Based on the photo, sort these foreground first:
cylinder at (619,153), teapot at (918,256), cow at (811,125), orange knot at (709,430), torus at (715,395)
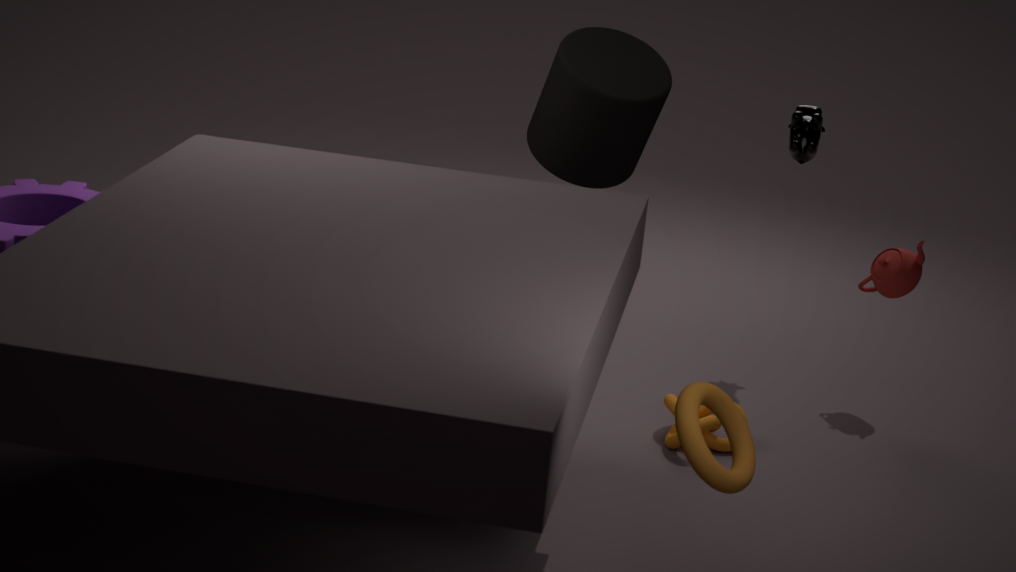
torus at (715,395) → orange knot at (709,430) → cylinder at (619,153) → teapot at (918,256) → cow at (811,125)
